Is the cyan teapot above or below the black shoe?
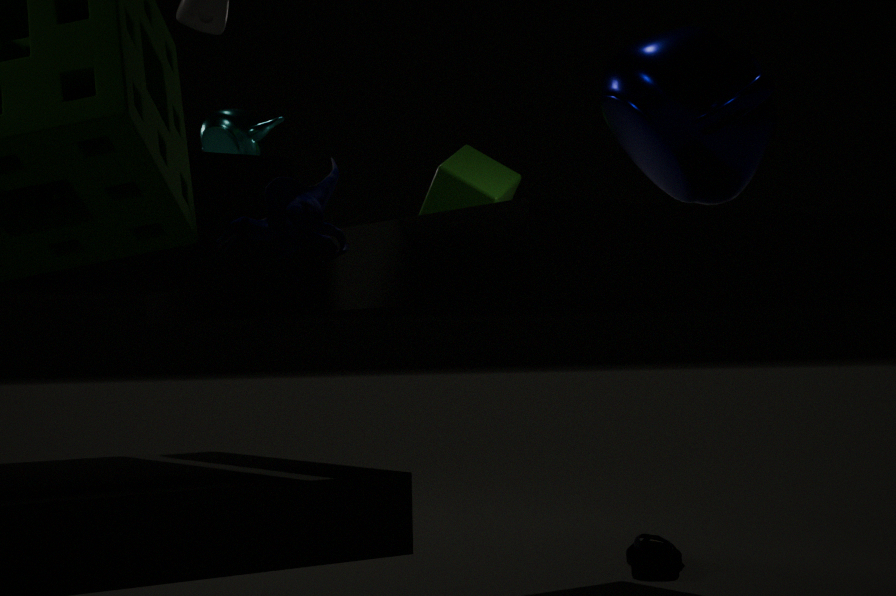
above
